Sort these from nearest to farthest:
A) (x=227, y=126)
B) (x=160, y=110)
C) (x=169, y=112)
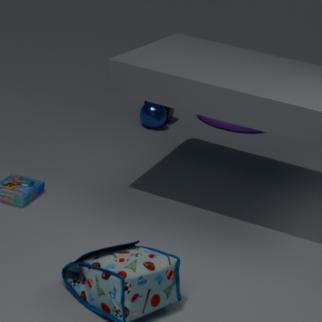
1. (x=160, y=110)
2. (x=169, y=112)
3. (x=227, y=126)
